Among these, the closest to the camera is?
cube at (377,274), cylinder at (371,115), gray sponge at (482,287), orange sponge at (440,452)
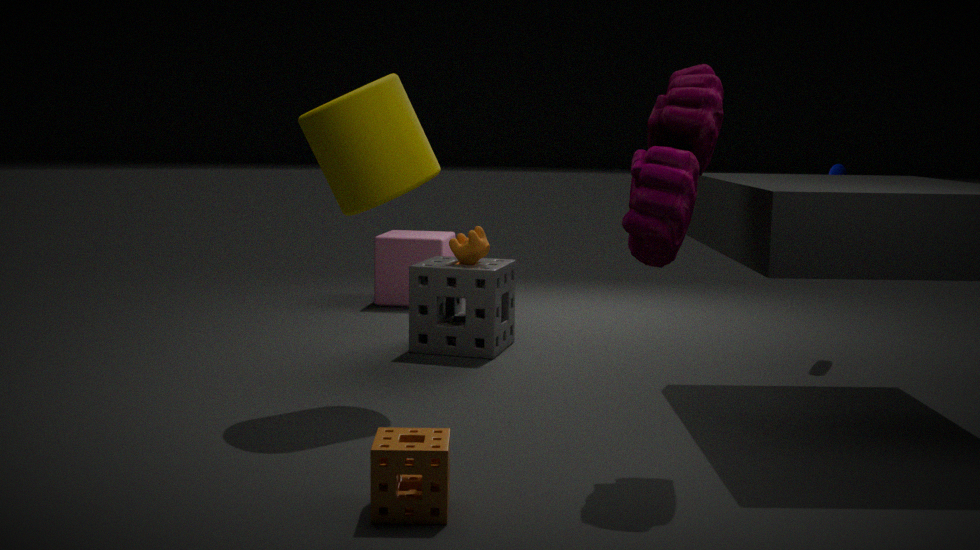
orange sponge at (440,452)
